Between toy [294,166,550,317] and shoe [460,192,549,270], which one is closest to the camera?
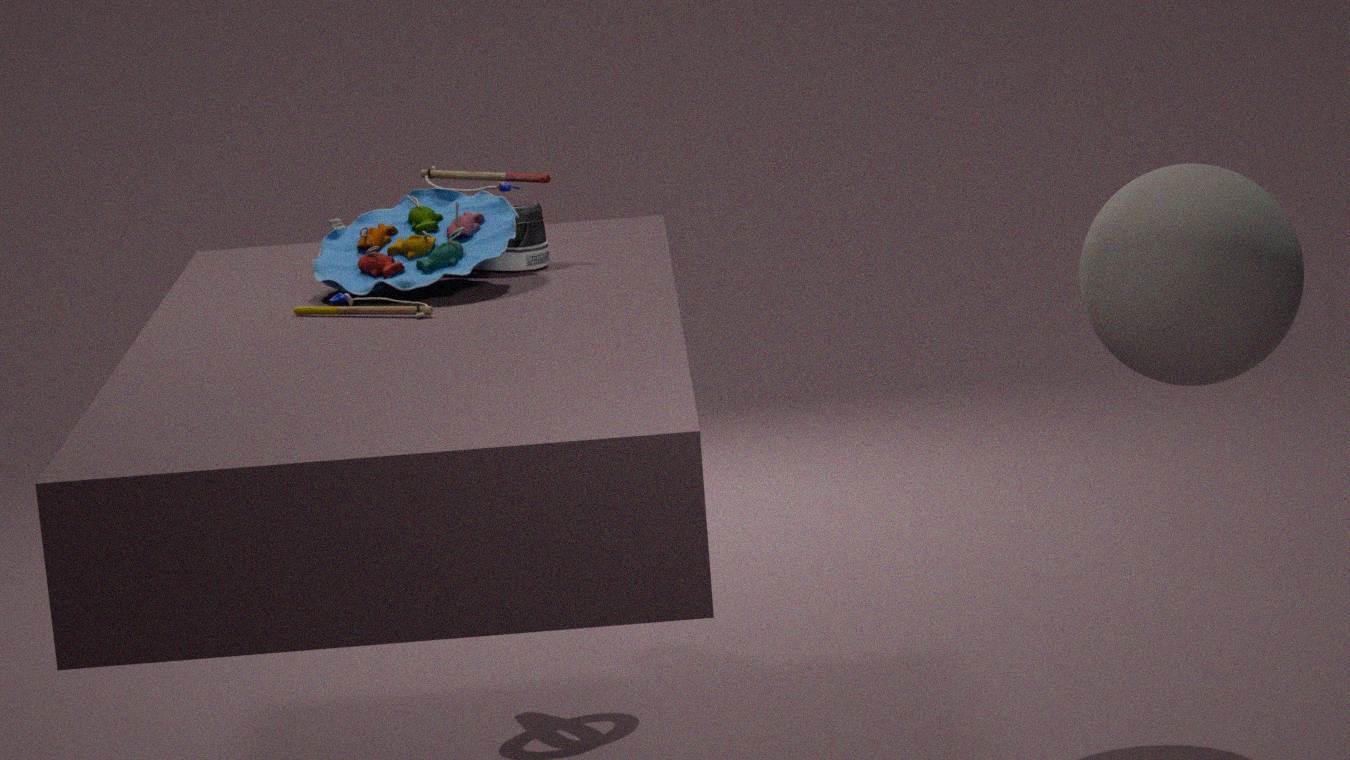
toy [294,166,550,317]
